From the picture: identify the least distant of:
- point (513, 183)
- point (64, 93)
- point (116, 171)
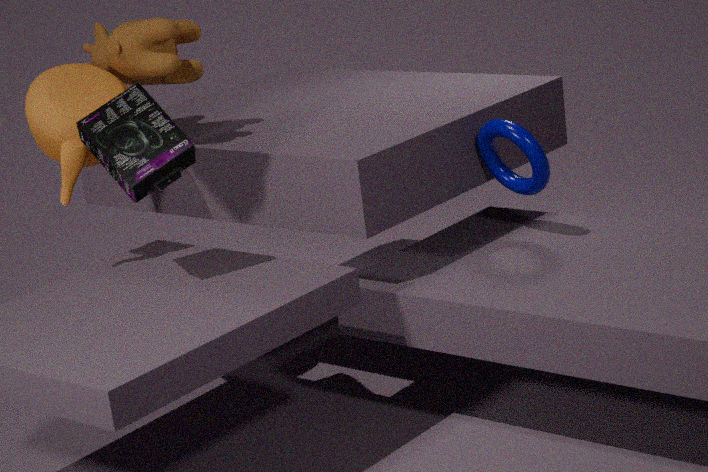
point (116, 171)
